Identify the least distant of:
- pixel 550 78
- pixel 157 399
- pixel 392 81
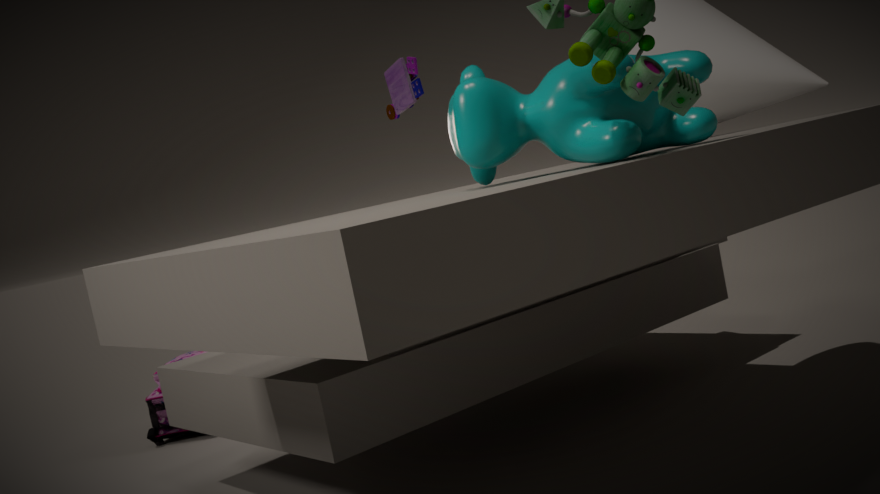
pixel 550 78
